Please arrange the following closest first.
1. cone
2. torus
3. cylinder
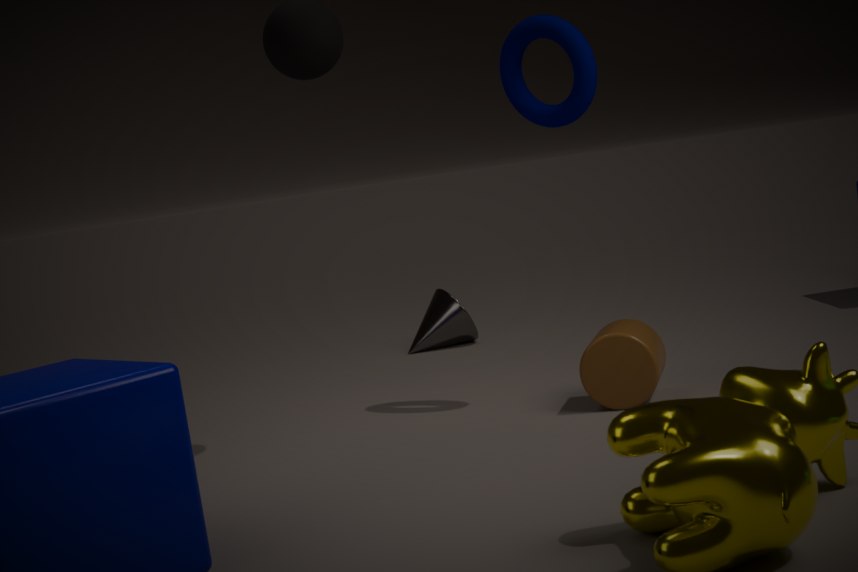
cylinder < torus < cone
